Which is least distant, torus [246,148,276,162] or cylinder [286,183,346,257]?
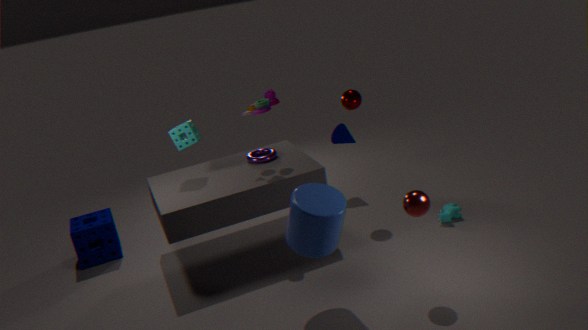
cylinder [286,183,346,257]
